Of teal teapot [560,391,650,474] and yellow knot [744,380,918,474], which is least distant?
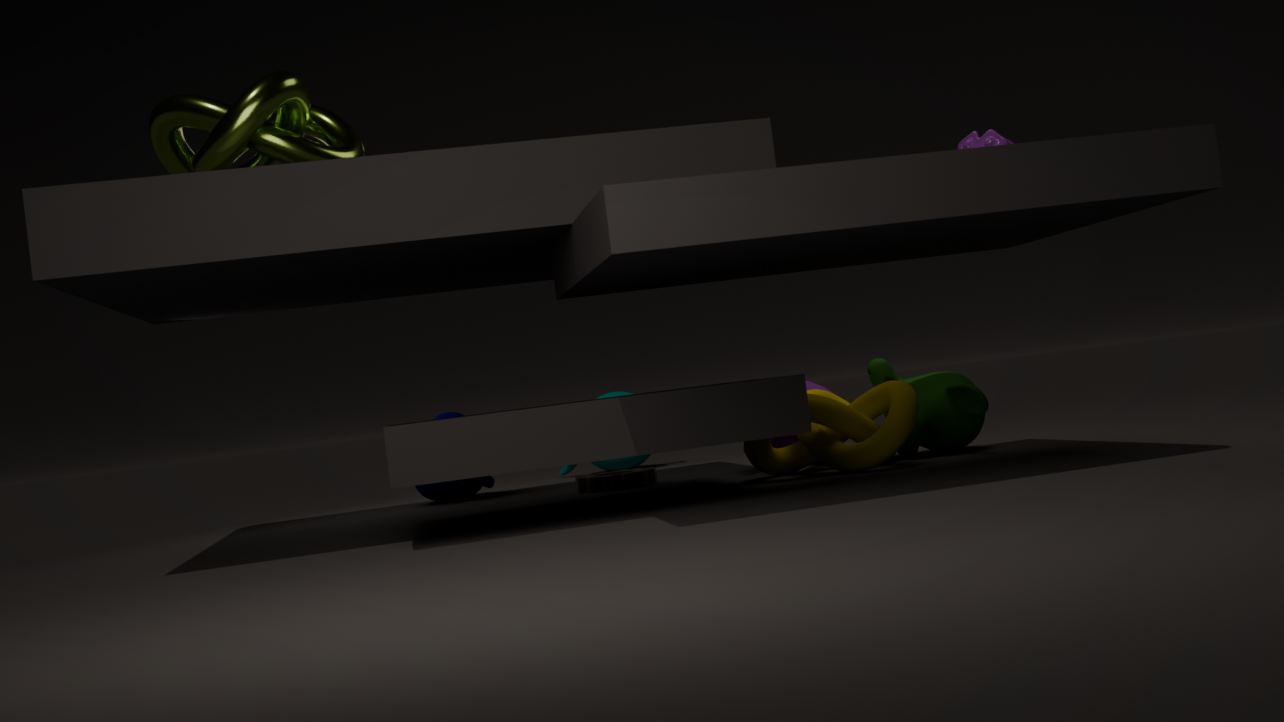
yellow knot [744,380,918,474]
